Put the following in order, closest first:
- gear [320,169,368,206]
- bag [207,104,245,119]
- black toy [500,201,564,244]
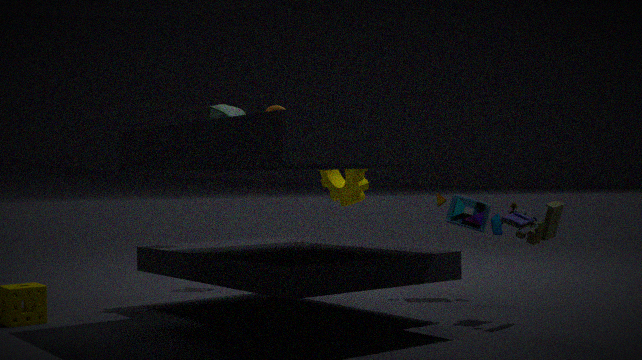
black toy [500,201,564,244], bag [207,104,245,119], gear [320,169,368,206]
